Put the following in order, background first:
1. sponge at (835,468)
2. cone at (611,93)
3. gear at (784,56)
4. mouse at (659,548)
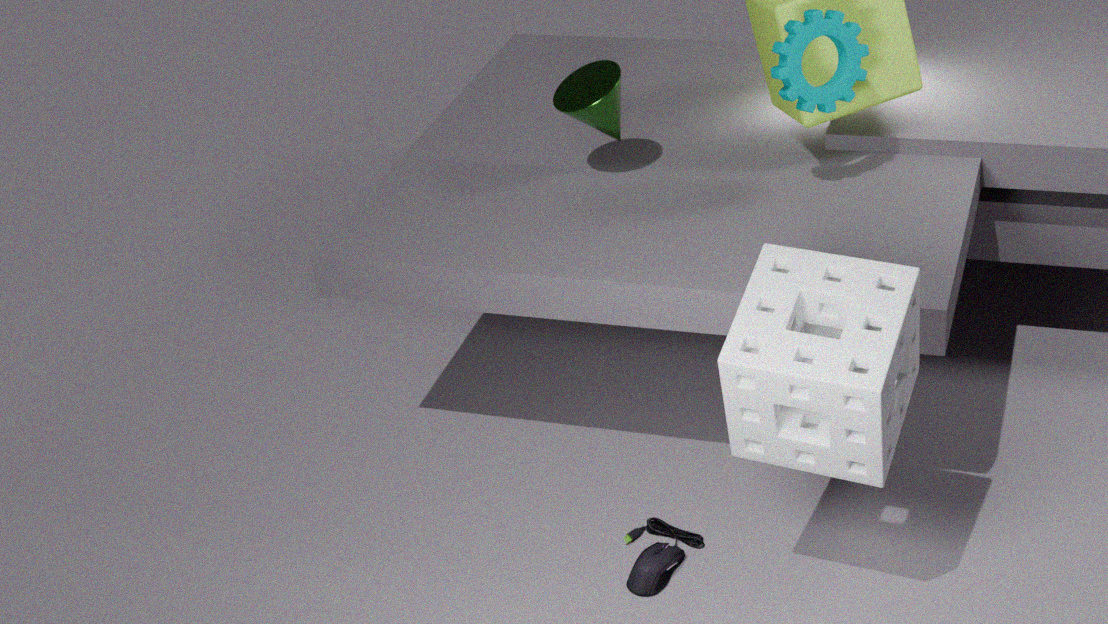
1. cone at (611,93)
2. gear at (784,56)
3. mouse at (659,548)
4. sponge at (835,468)
